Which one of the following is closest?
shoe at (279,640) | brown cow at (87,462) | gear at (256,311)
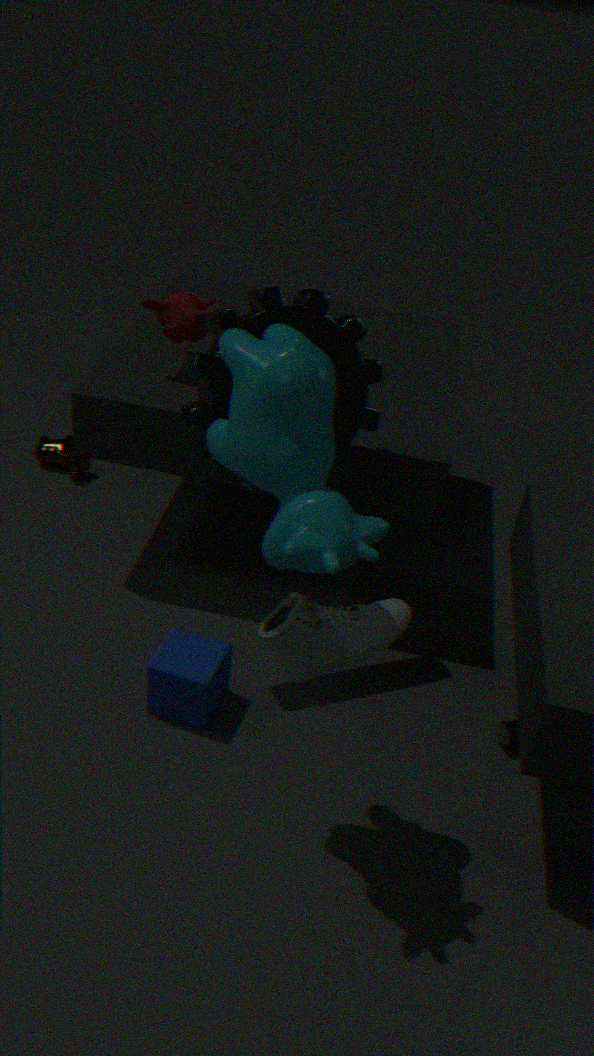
shoe at (279,640)
